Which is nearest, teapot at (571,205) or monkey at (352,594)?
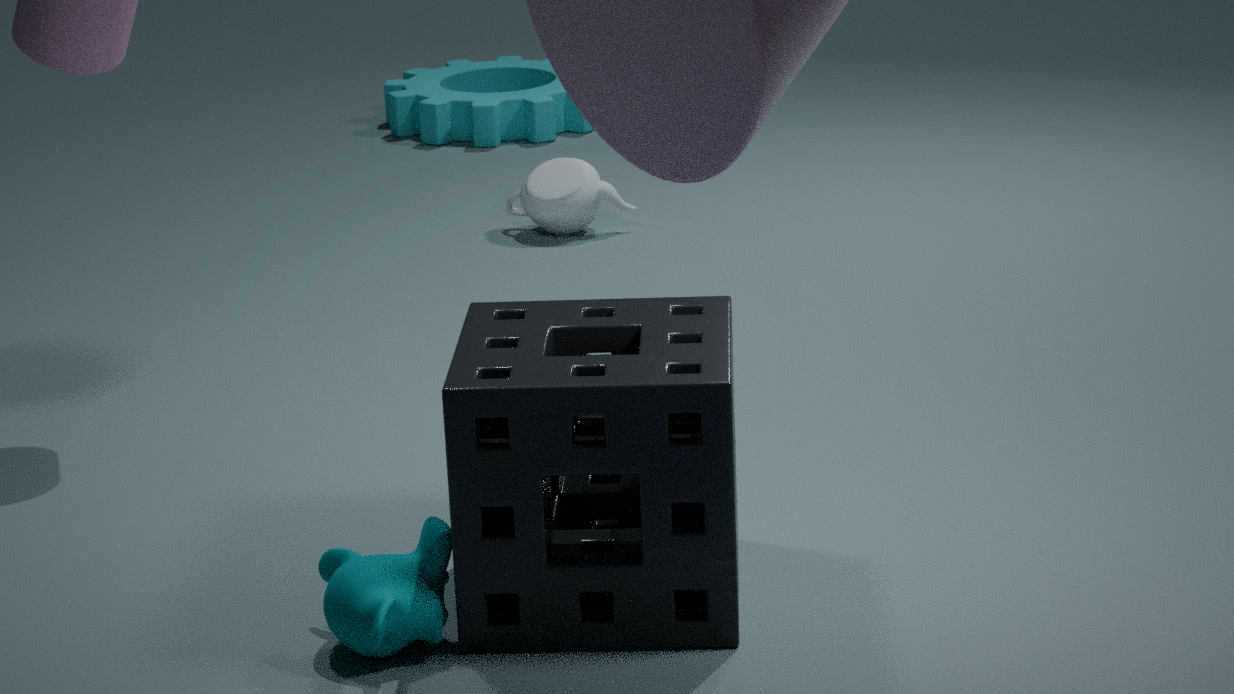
monkey at (352,594)
